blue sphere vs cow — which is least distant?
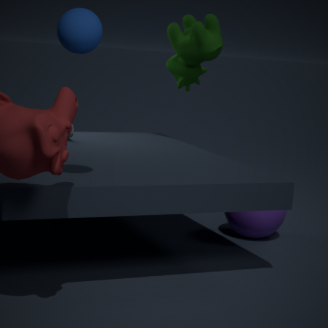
blue sphere
